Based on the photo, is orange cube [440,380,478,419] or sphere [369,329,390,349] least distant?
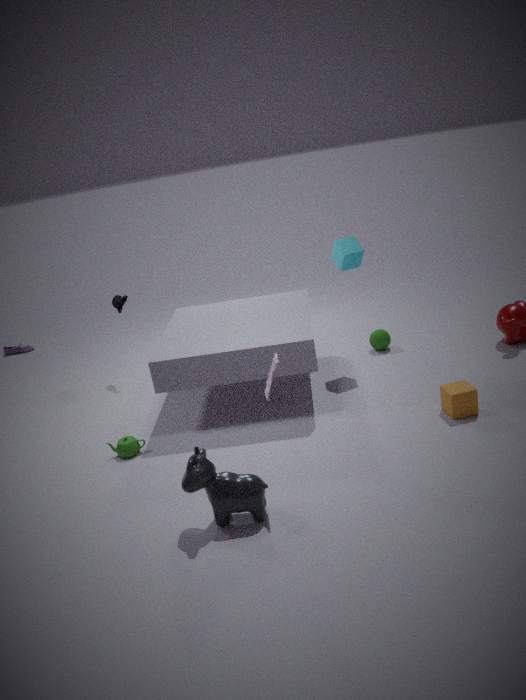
orange cube [440,380,478,419]
